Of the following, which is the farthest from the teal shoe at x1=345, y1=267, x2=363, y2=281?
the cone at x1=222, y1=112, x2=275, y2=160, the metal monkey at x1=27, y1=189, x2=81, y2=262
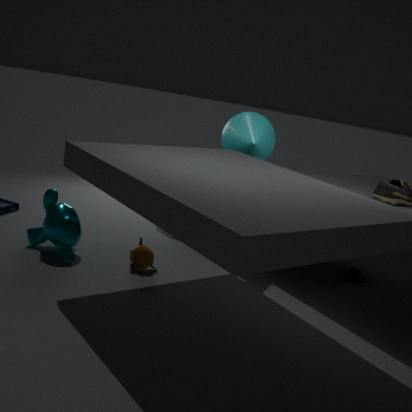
the metal monkey at x1=27, y1=189, x2=81, y2=262
